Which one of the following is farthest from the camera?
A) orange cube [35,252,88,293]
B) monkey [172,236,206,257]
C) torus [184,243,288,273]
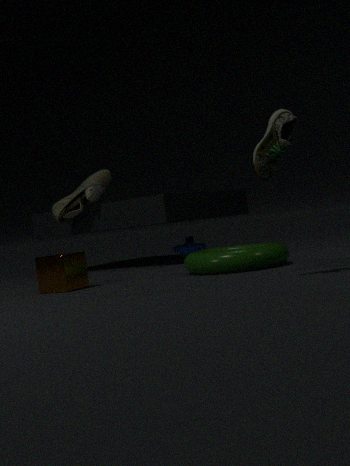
monkey [172,236,206,257]
